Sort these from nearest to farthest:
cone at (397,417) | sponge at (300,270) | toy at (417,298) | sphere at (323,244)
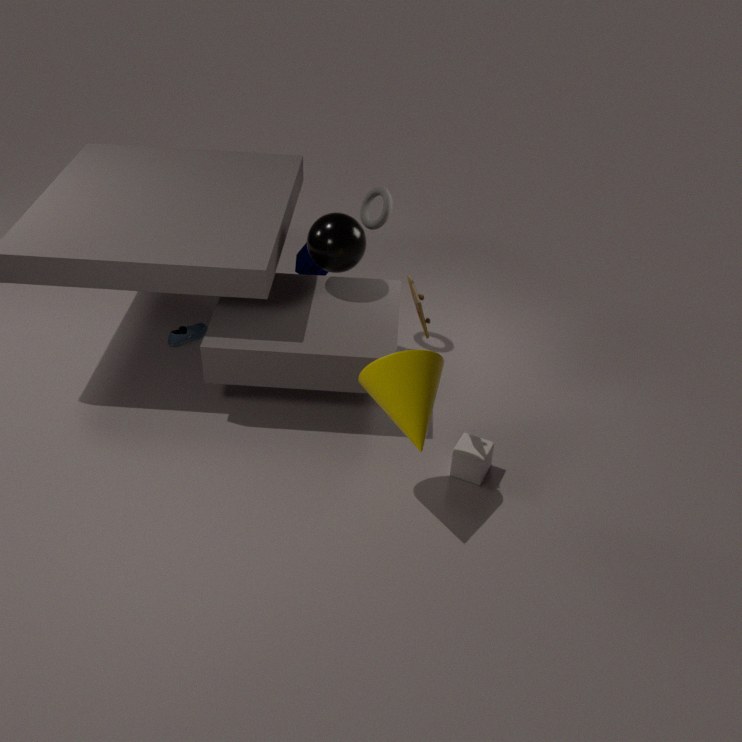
cone at (397,417)
toy at (417,298)
sphere at (323,244)
sponge at (300,270)
